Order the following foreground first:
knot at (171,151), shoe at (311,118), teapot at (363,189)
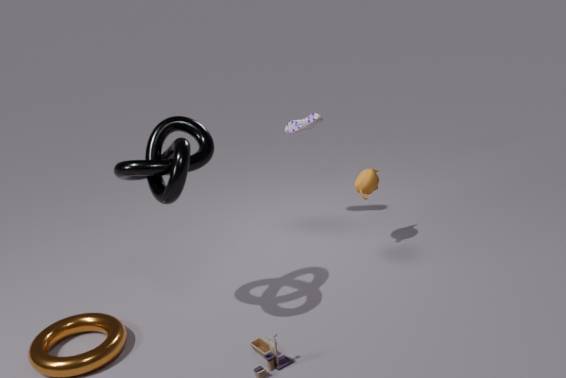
knot at (171,151) → teapot at (363,189) → shoe at (311,118)
